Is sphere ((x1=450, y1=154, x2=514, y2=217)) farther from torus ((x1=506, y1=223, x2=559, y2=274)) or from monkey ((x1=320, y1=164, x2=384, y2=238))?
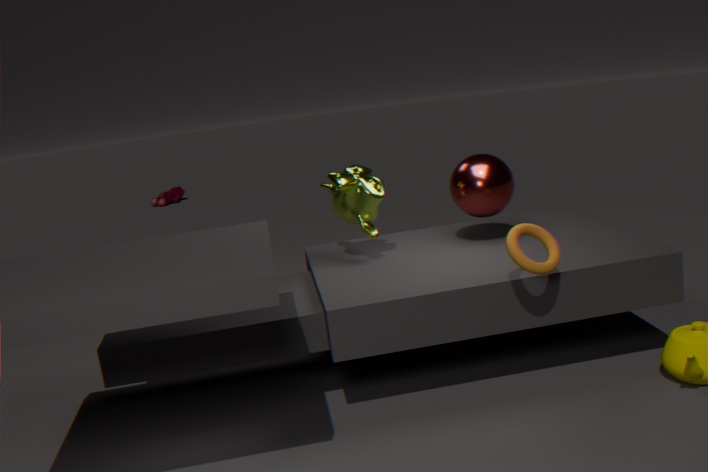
torus ((x1=506, y1=223, x2=559, y2=274))
